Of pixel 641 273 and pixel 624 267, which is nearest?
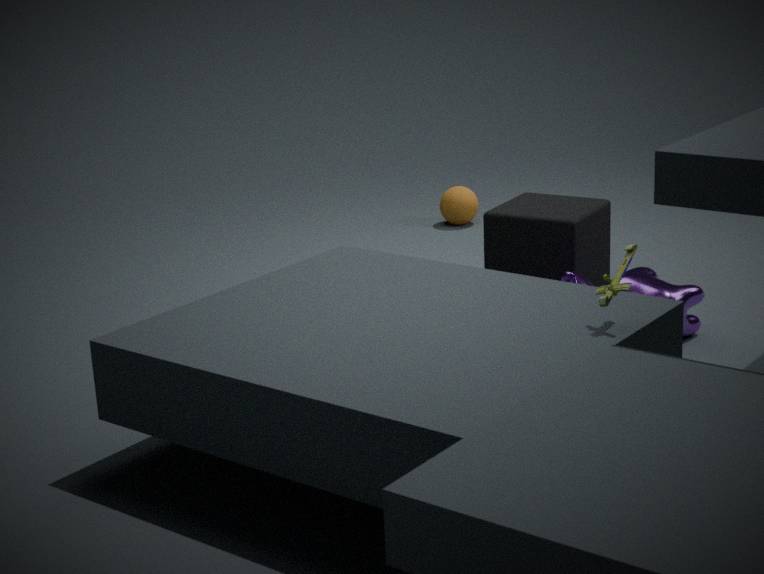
pixel 624 267
